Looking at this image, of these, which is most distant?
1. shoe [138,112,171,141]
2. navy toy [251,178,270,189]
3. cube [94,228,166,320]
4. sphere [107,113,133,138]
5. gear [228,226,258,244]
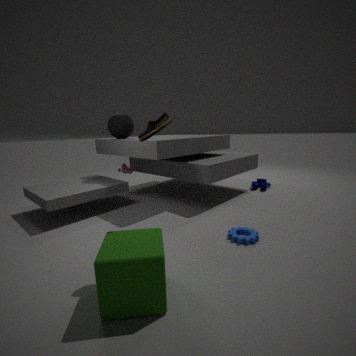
navy toy [251,178,270,189]
